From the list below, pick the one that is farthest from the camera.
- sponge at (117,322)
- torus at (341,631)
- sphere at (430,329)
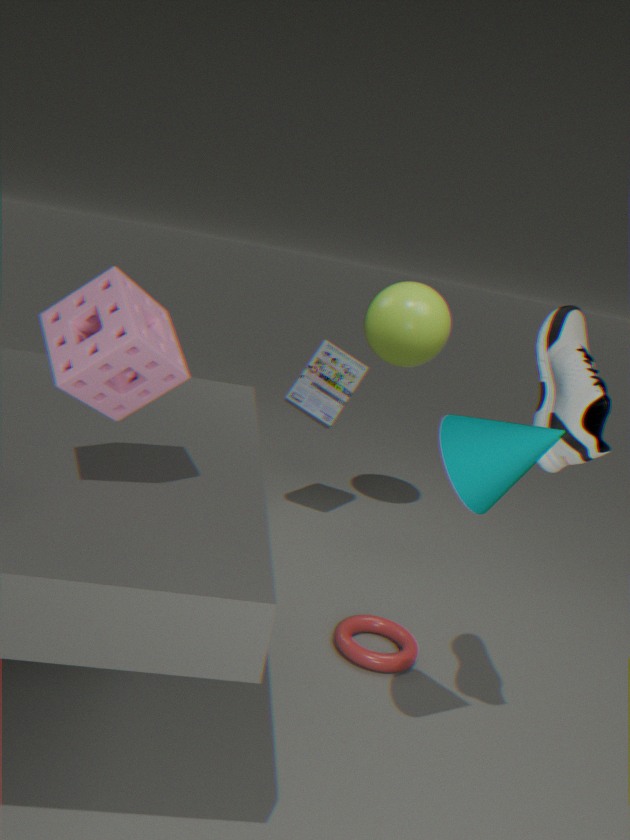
sphere at (430,329)
